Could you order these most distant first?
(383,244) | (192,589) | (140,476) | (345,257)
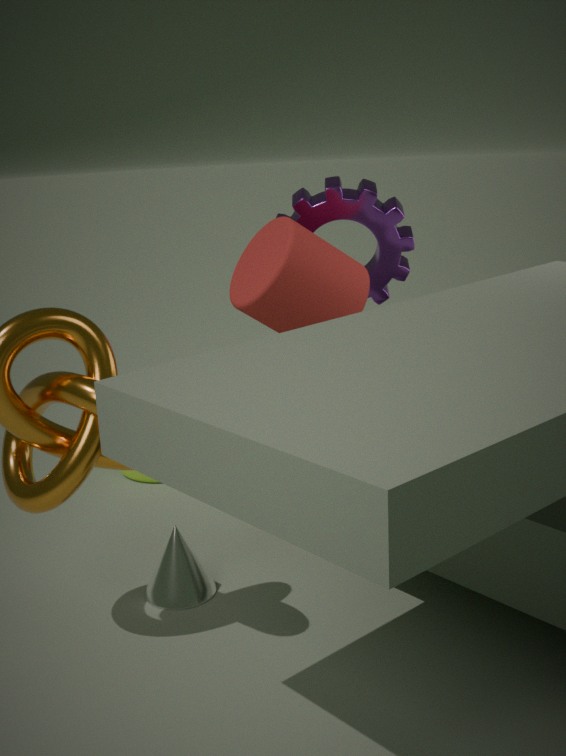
(140,476)
(383,244)
(345,257)
(192,589)
